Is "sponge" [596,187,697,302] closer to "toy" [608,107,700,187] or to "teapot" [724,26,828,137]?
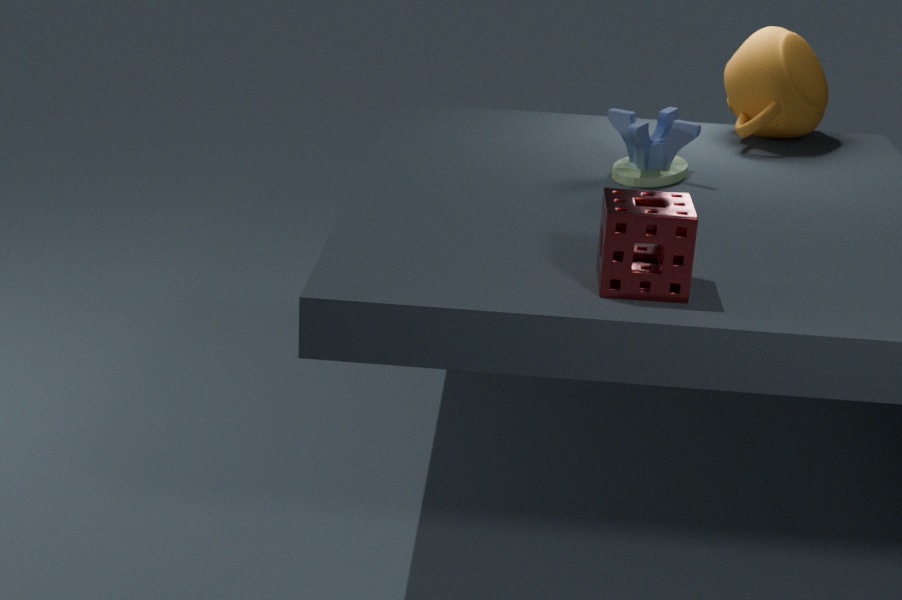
"toy" [608,107,700,187]
